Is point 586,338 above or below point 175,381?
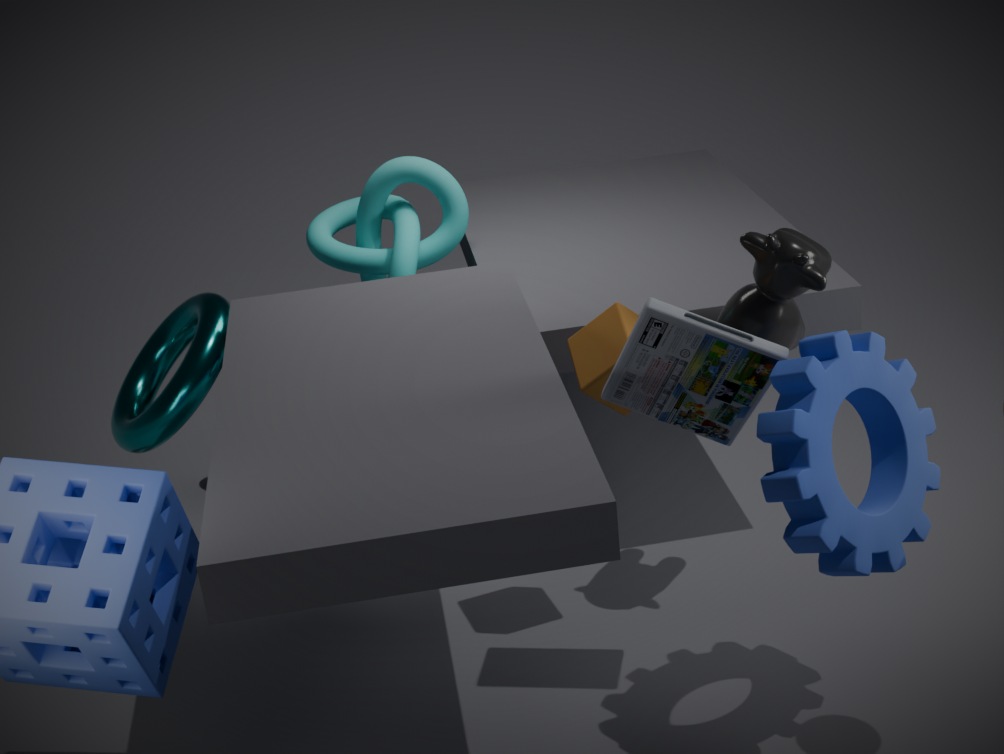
above
